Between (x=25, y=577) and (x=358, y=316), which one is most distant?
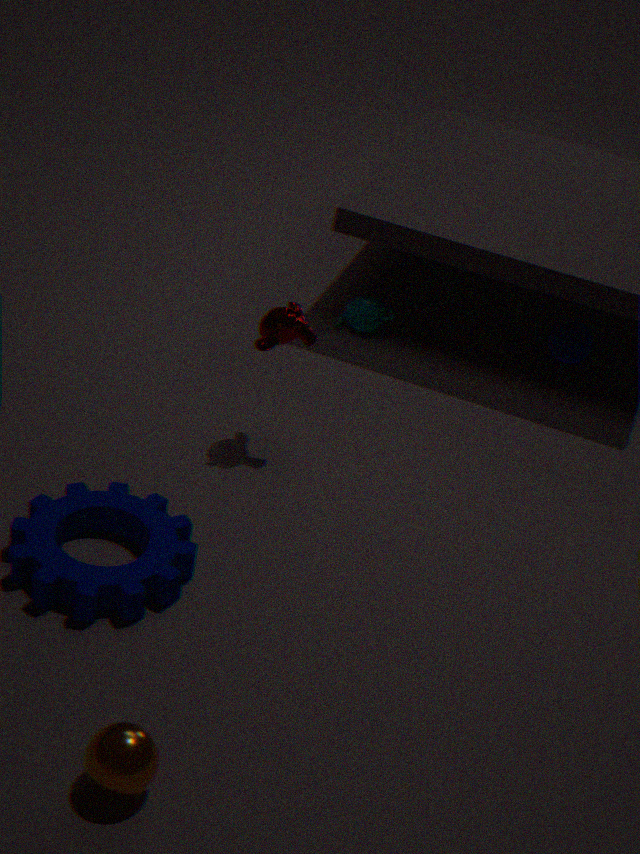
(x=358, y=316)
